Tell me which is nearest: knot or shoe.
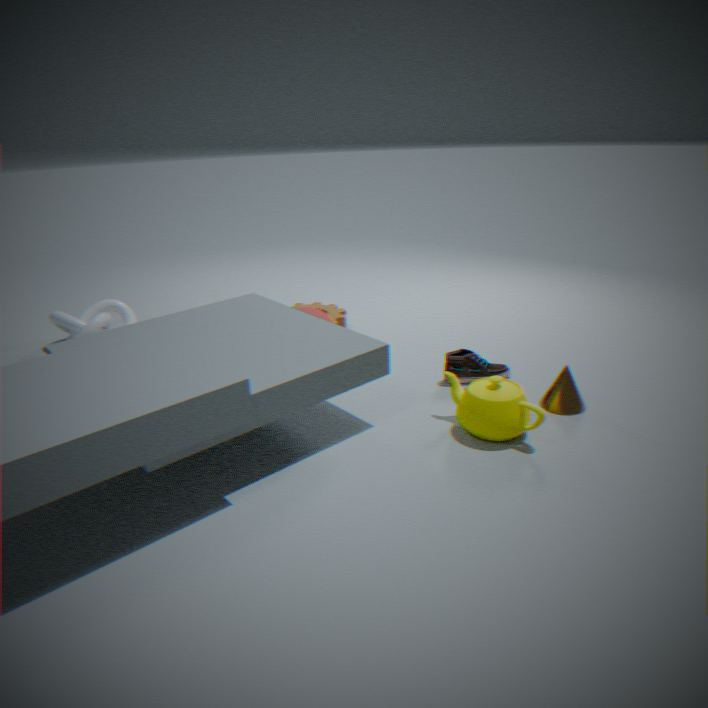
shoe
